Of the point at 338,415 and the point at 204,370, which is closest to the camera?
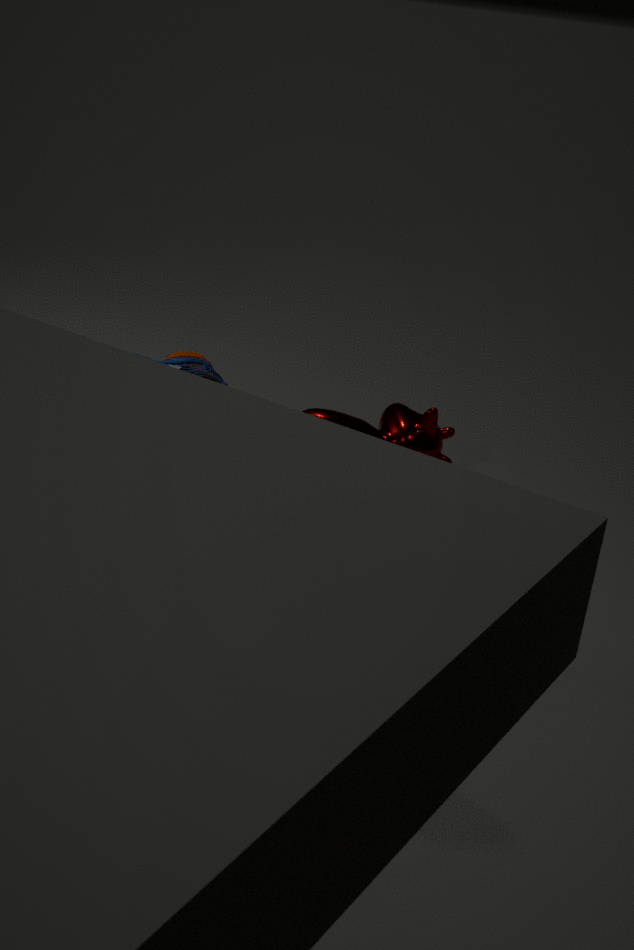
the point at 204,370
